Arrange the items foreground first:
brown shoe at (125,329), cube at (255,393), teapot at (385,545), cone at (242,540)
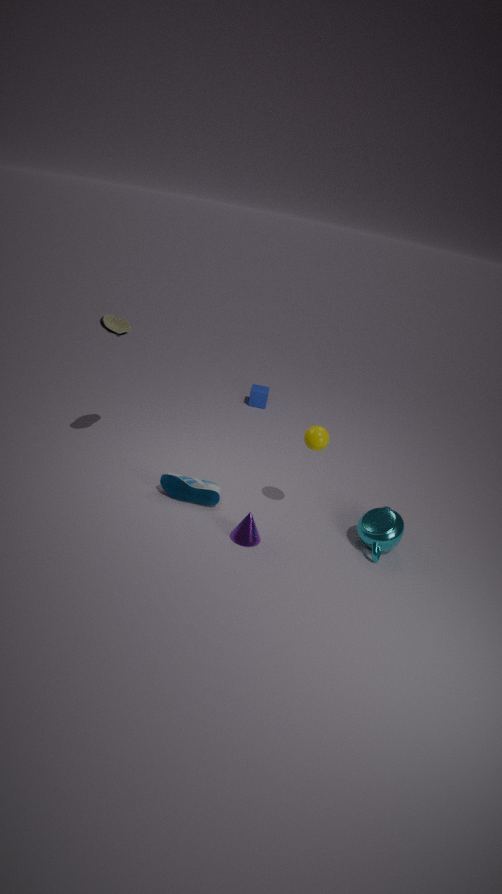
cone at (242,540) < teapot at (385,545) < brown shoe at (125,329) < cube at (255,393)
